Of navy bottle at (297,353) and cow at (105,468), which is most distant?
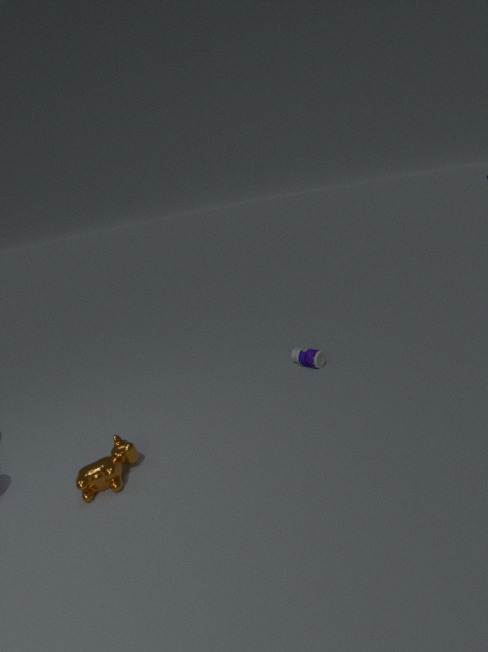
navy bottle at (297,353)
